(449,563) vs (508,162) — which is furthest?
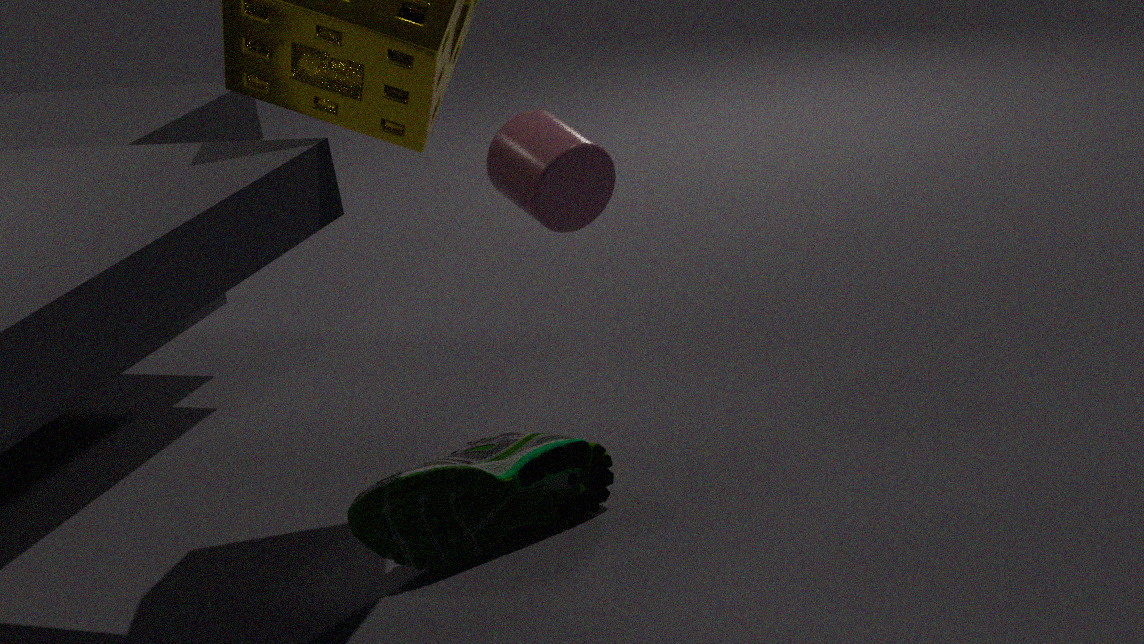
(508,162)
